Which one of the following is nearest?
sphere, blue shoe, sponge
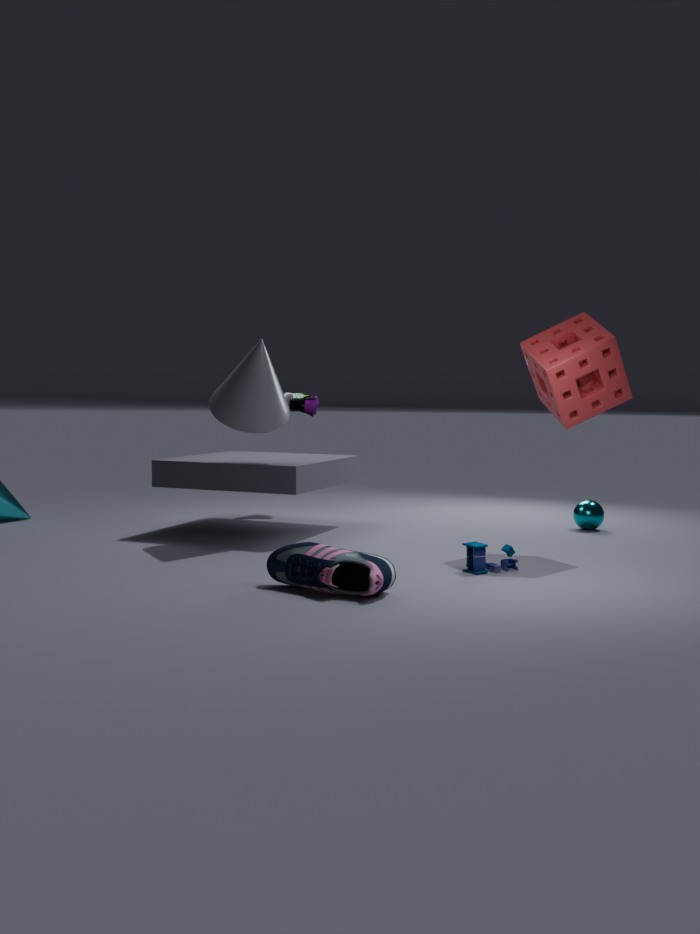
blue shoe
